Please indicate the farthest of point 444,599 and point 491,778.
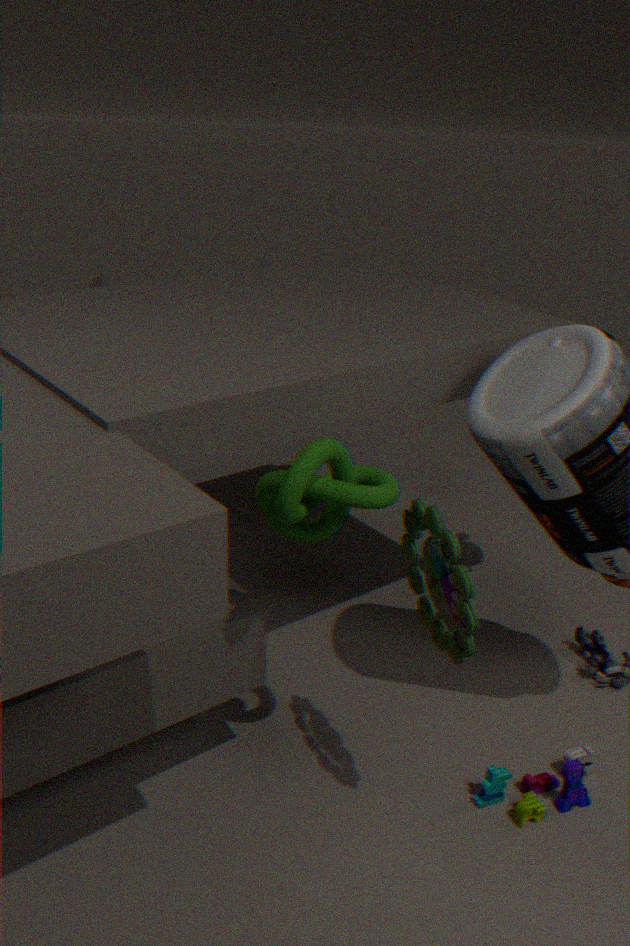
point 491,778
